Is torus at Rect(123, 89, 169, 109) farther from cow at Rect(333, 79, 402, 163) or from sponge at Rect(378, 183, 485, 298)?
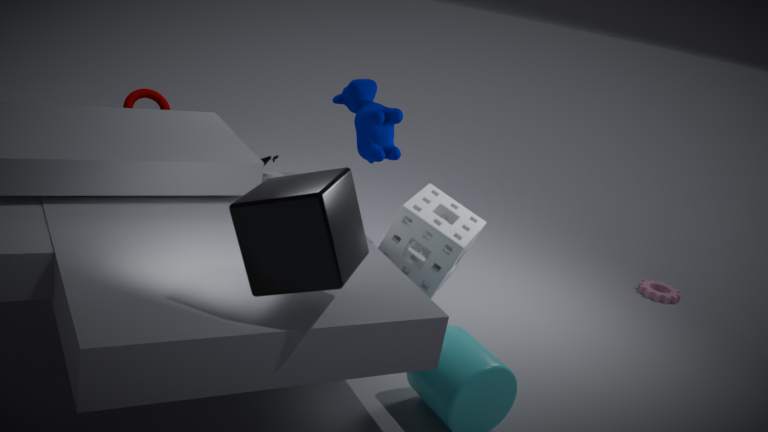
sponge at Rect(378, 183, 485, 298)
